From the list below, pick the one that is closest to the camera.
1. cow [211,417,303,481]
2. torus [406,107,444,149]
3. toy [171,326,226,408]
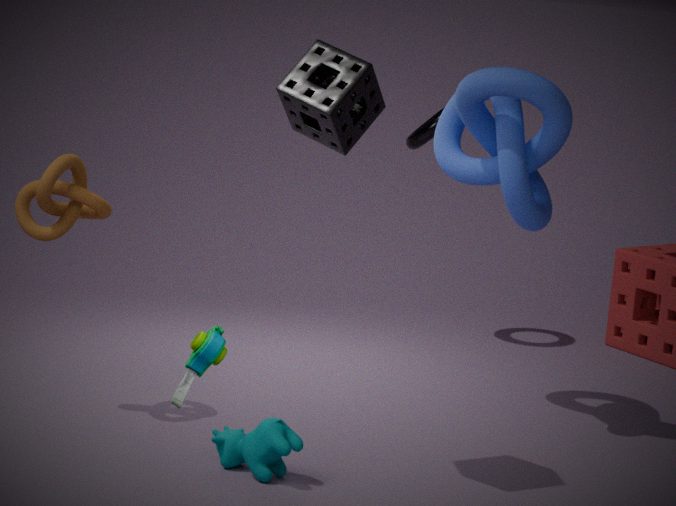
toy [171,326,226,408]
